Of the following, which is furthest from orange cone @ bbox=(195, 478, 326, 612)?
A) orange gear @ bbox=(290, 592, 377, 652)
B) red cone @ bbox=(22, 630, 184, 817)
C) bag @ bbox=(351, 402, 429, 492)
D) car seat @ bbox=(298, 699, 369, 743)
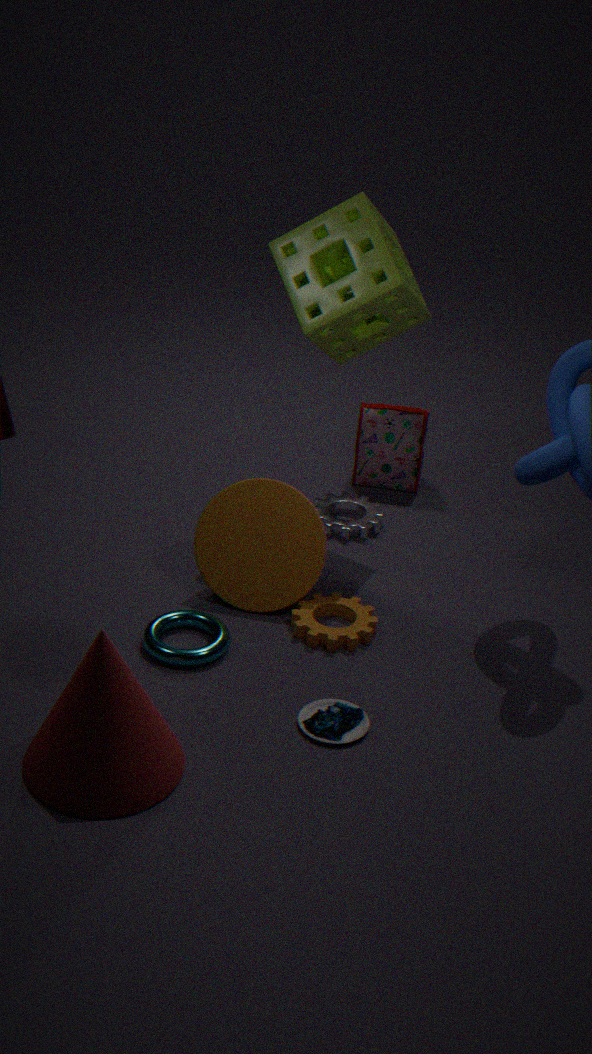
red cone @ bbox=(22, 630, 184, 817)
